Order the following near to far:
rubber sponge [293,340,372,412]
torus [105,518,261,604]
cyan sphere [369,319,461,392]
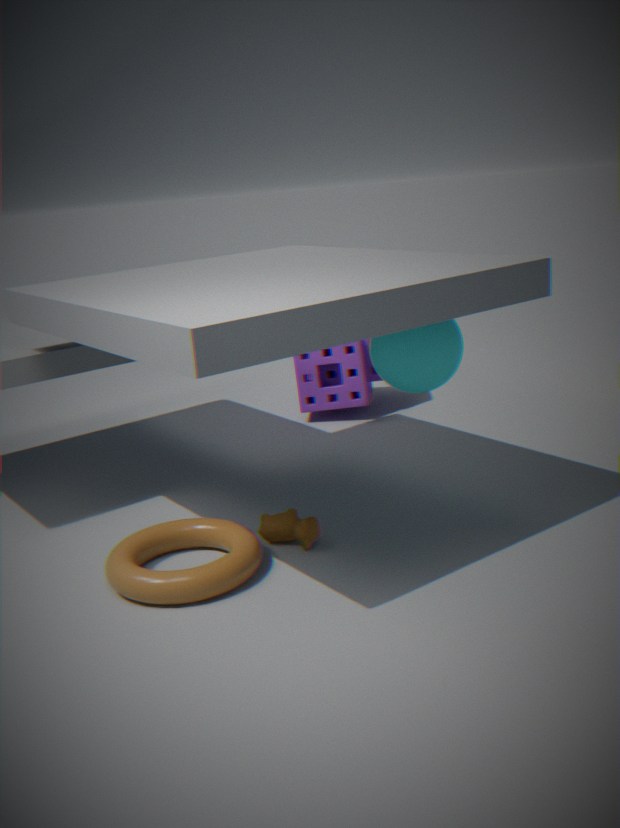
torus [105,518,261,604] < cyan sphere [369,319,461,392] < rubber sponge [293,340,372,412]
